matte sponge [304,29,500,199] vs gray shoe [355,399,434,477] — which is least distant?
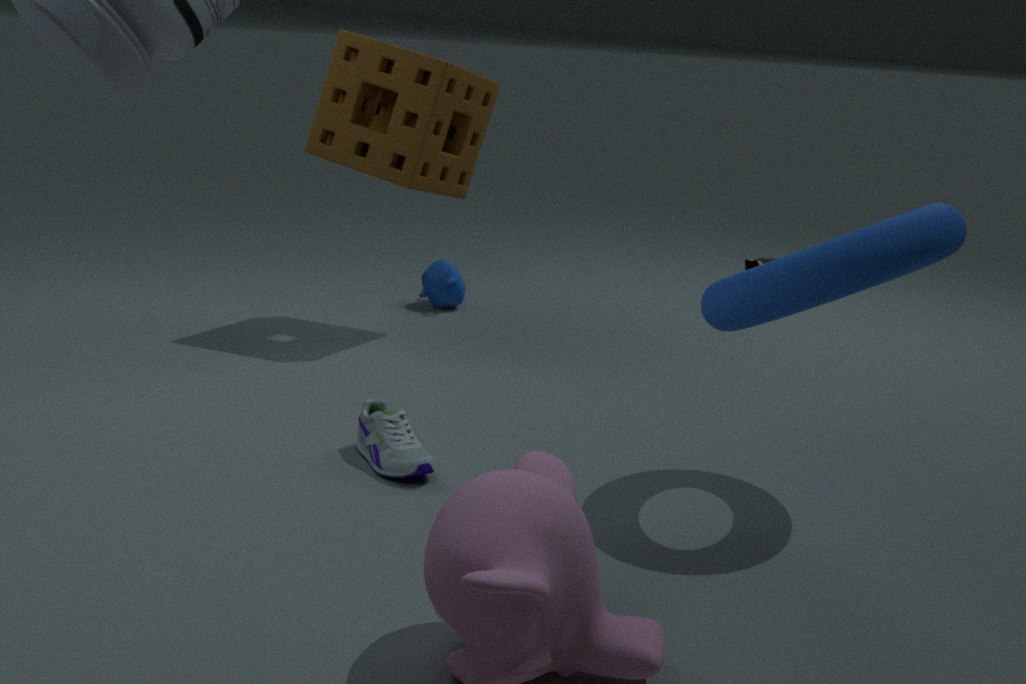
gray shoe [355,399,434,477]
